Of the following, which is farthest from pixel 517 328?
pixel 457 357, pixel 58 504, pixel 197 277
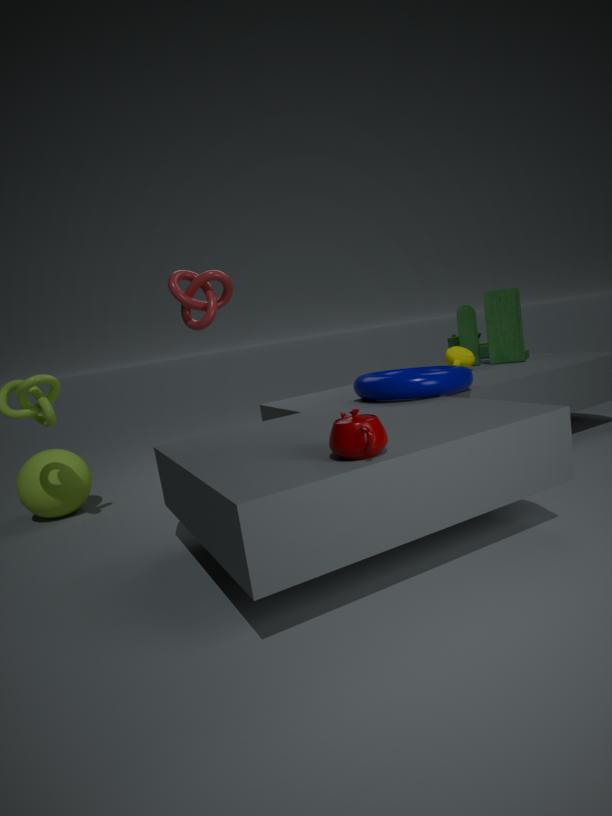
pixel 58 504
